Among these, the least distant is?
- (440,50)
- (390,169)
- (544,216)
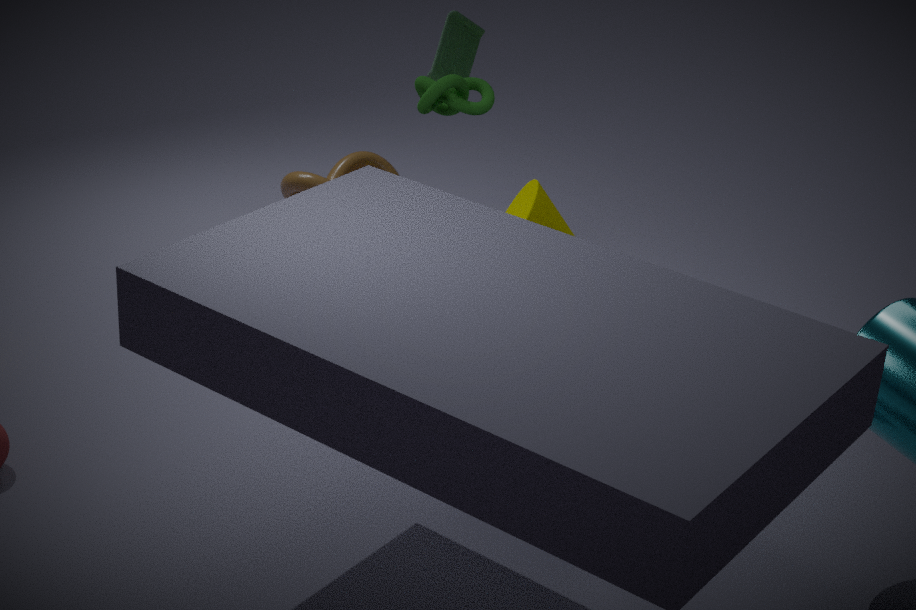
(440,50)
